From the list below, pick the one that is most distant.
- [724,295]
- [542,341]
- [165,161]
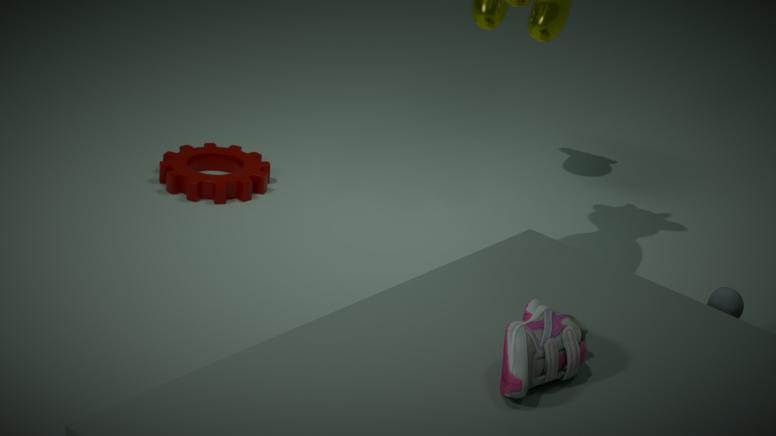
[165,161]
